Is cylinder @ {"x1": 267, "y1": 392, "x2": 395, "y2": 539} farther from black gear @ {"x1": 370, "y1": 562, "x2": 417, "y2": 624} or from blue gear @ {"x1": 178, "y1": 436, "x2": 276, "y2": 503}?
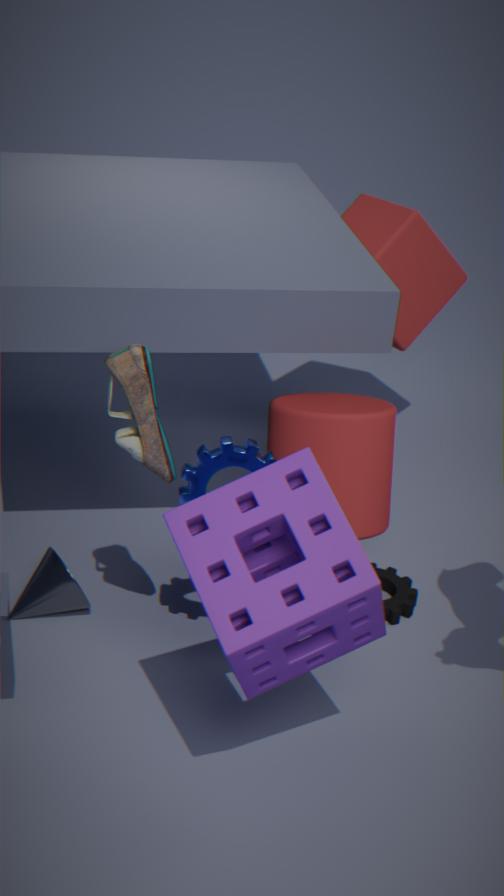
black gear @ {"x1": 370, "y1": 562, "x2": 417, "y2": 624}
